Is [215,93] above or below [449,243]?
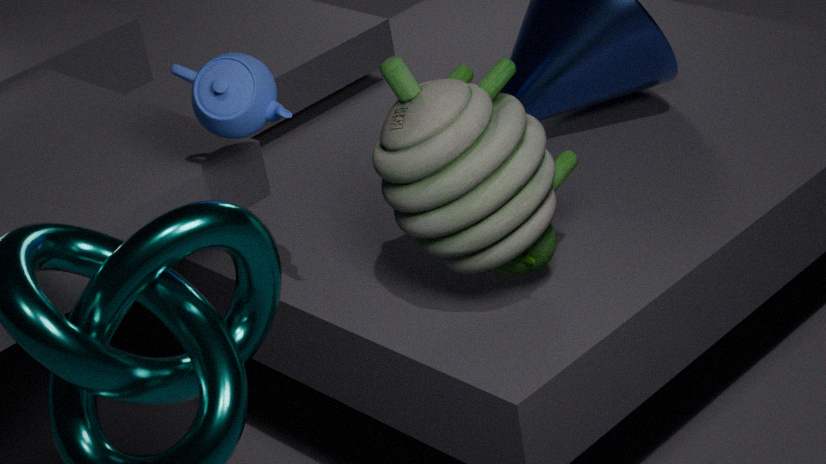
above
